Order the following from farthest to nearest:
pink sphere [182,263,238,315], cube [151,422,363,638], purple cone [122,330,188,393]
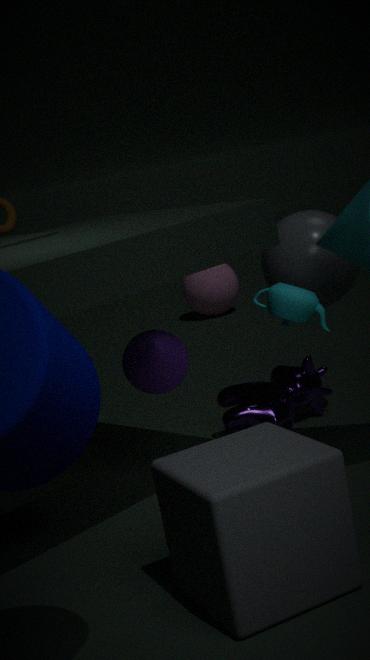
1. pink sphere [182,263,238,315]
2. purple cone [122,330,188,393]
3. cube [151,422,363,638]
